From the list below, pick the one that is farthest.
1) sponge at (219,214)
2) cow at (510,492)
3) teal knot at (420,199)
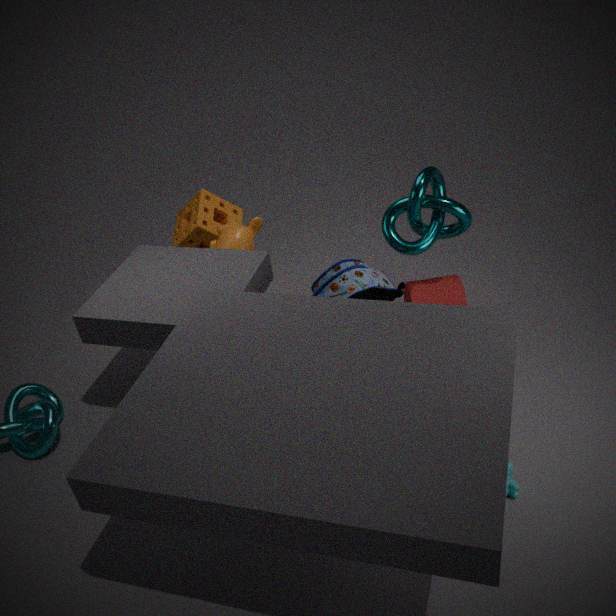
1. sponge at (219,214)
